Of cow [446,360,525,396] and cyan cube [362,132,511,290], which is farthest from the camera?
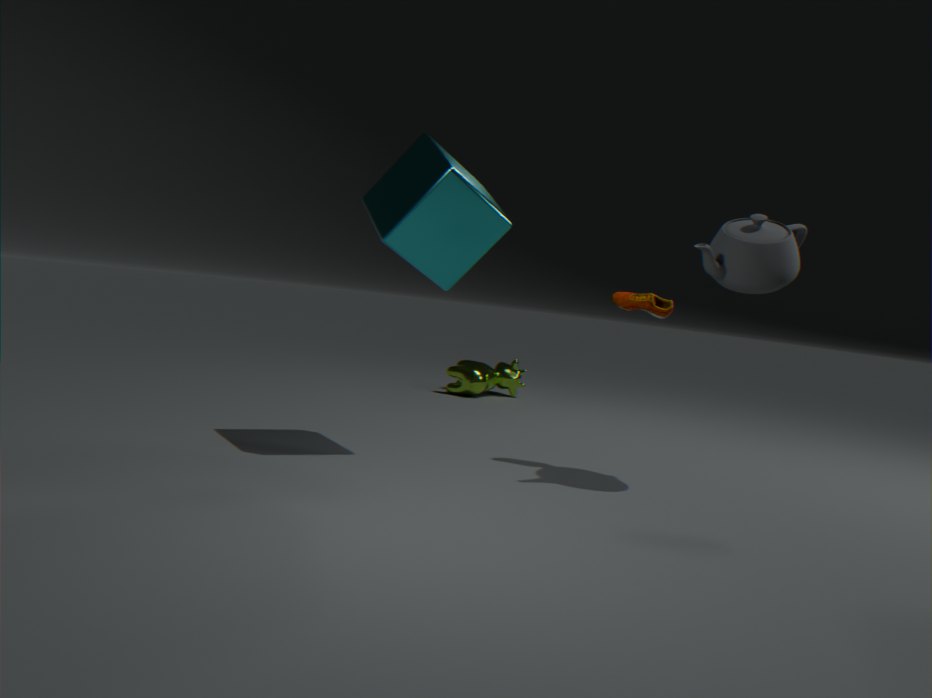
cow [446,360,525,396]
